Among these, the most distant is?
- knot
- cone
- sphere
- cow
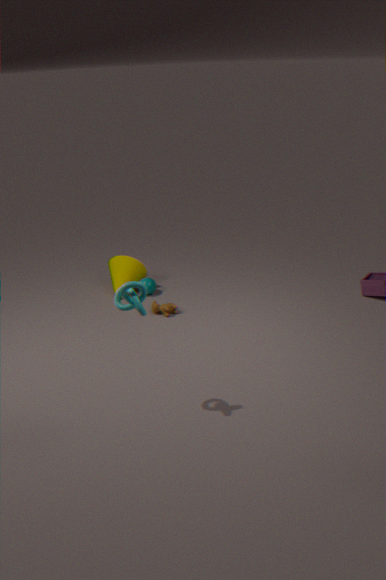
cone
